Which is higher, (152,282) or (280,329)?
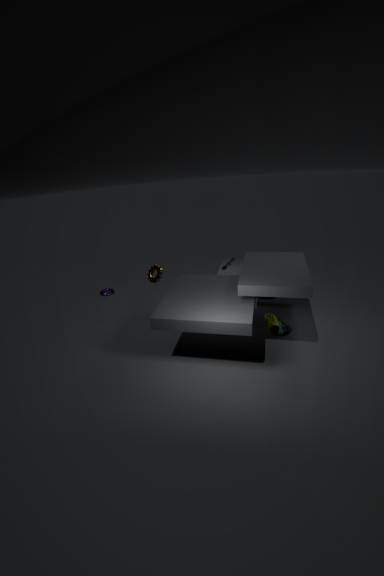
(152,282)
